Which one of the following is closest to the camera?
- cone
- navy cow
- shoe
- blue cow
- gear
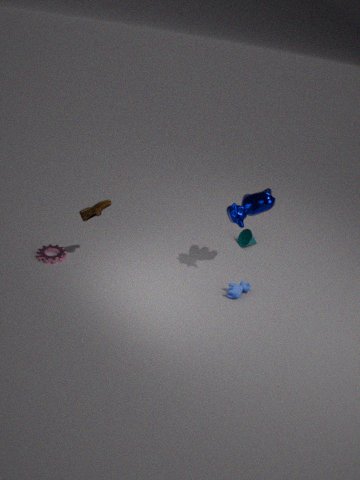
shoe
